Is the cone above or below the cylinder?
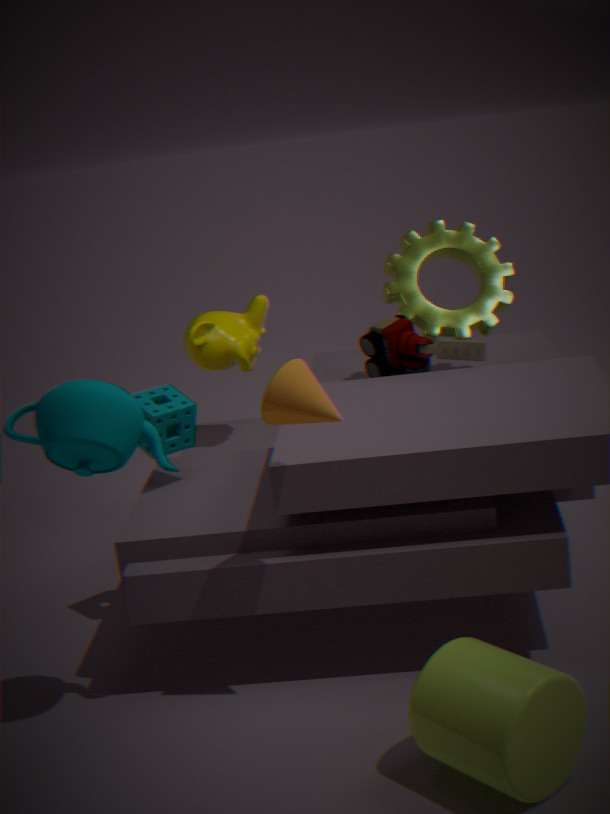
above
